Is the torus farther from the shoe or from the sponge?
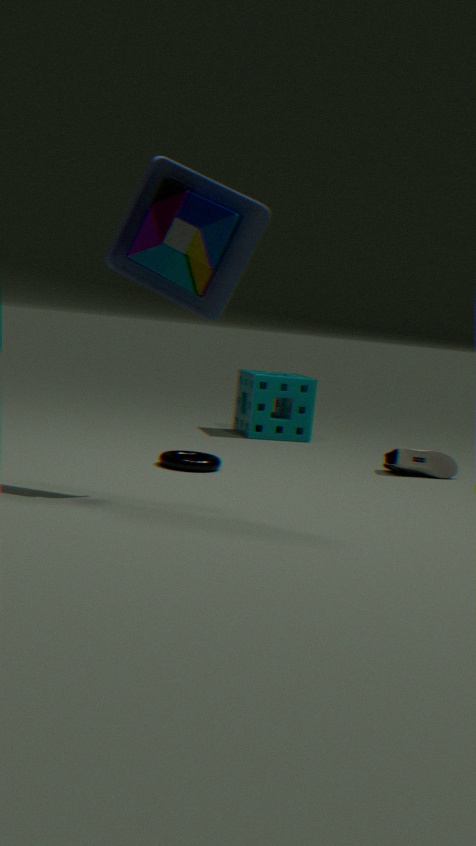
the sponge
